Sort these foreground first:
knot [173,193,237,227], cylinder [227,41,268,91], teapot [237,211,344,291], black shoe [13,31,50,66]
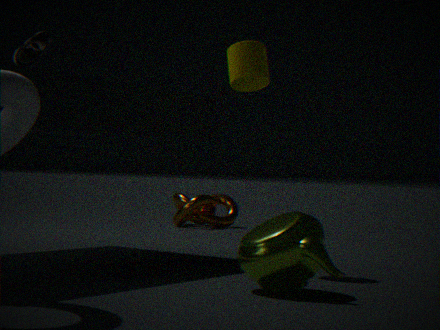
teapot [237,211,344,291], cylinder [227,41,268,91], black shoe [13,31,50,66], knot [173,193,237,227]
